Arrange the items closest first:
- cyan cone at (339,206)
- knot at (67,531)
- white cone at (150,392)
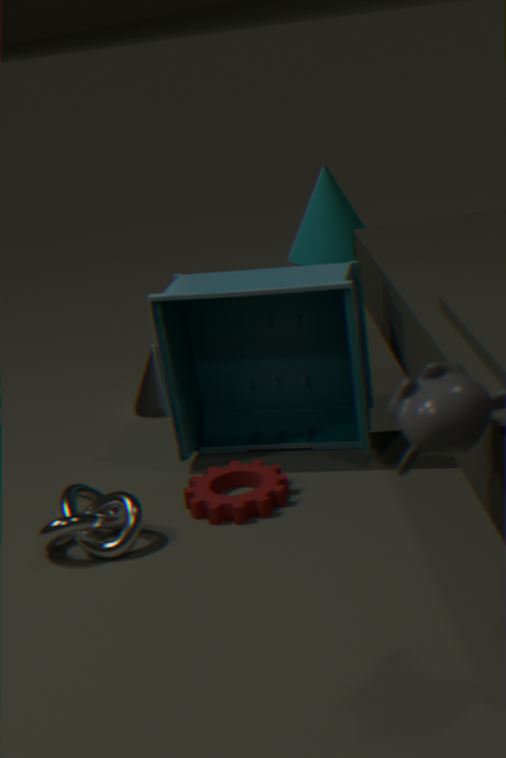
knot at (67,531) < white cone at (150,392) < cyan cone at (339,206)
